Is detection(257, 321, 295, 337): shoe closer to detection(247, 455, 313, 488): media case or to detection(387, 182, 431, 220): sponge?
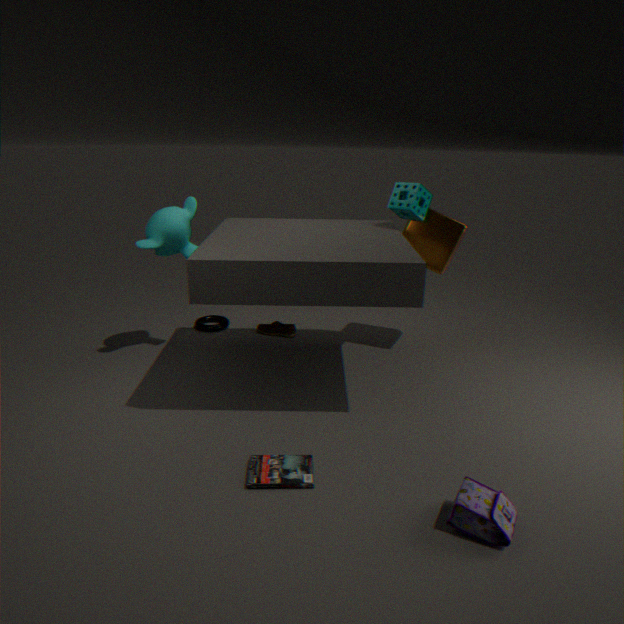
detection(387, 182, 431, 220): sponge
